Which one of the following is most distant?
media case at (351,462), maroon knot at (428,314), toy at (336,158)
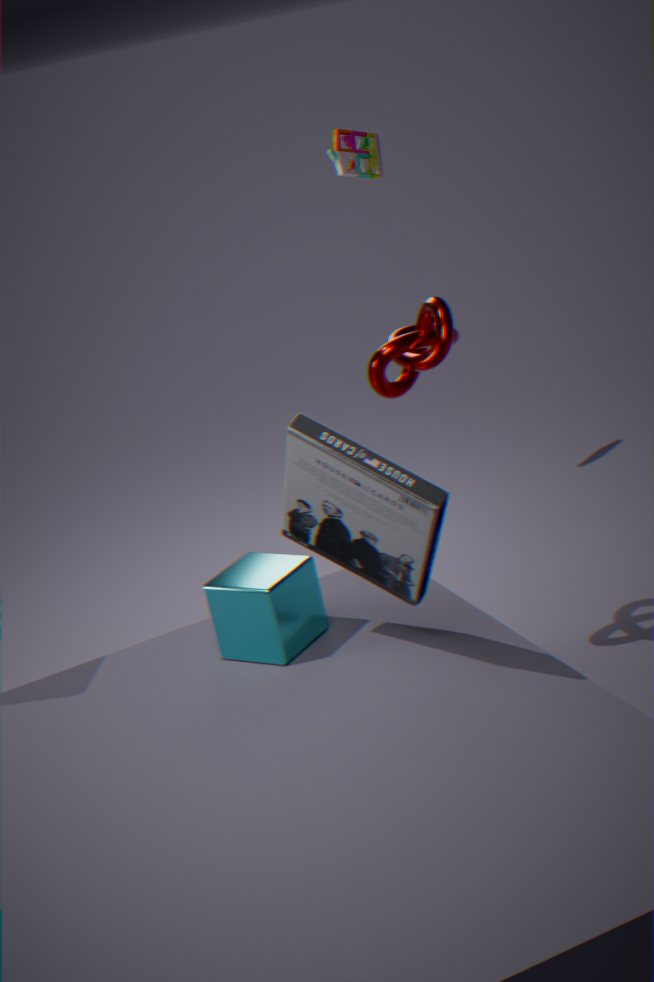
toy at (336,158)
